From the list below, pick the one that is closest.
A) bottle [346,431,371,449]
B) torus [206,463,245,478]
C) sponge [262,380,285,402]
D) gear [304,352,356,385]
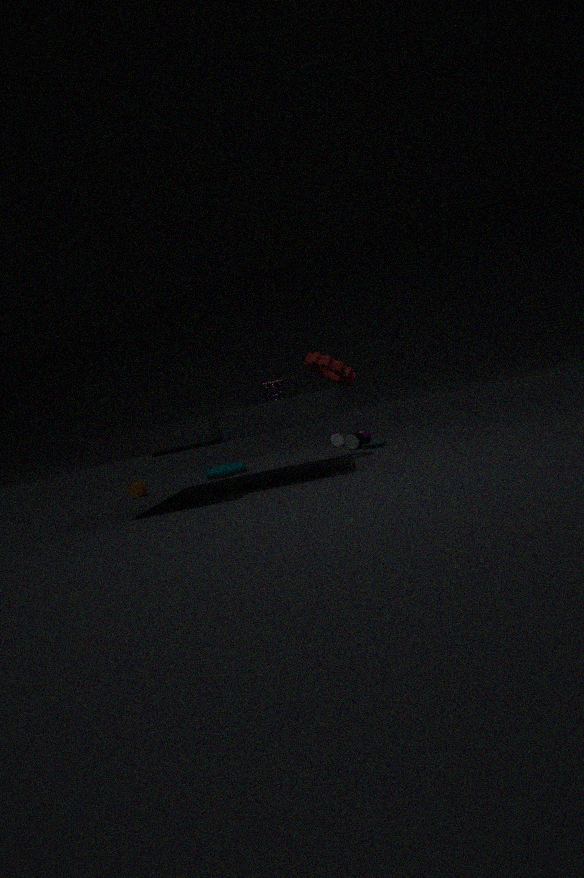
sponge [262,380,285,402]
